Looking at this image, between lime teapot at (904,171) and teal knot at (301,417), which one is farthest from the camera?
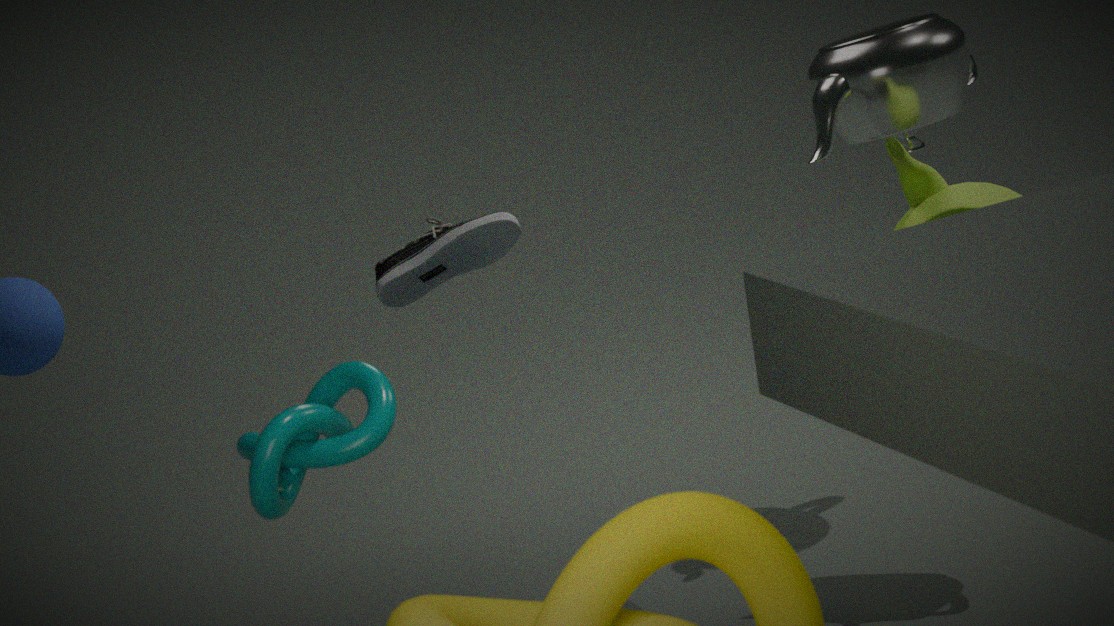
lime teapot at (904,171)
